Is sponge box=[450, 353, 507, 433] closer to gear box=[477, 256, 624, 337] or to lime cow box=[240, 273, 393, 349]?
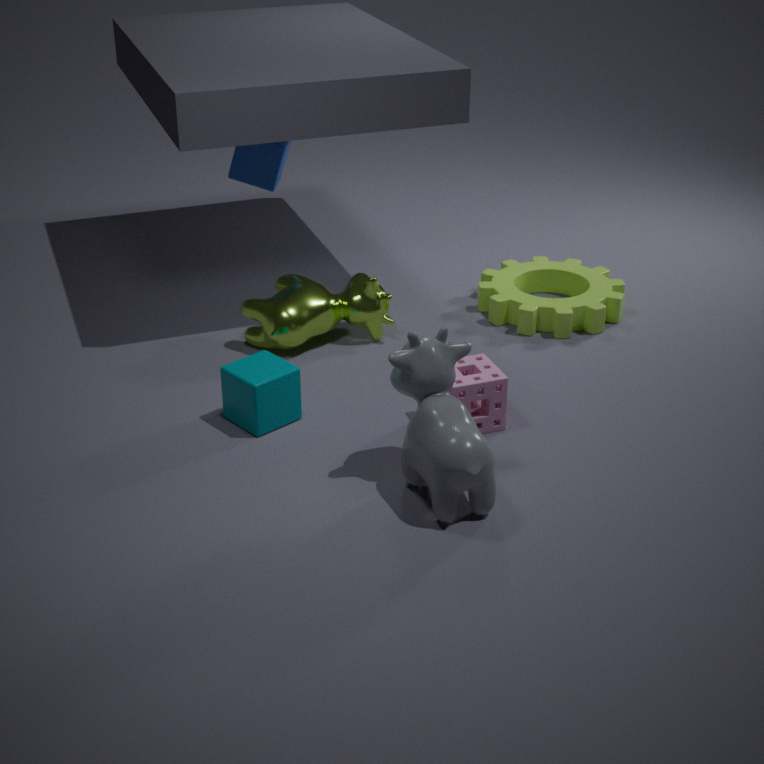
lime cow box=[240, 273, 393, 349]
